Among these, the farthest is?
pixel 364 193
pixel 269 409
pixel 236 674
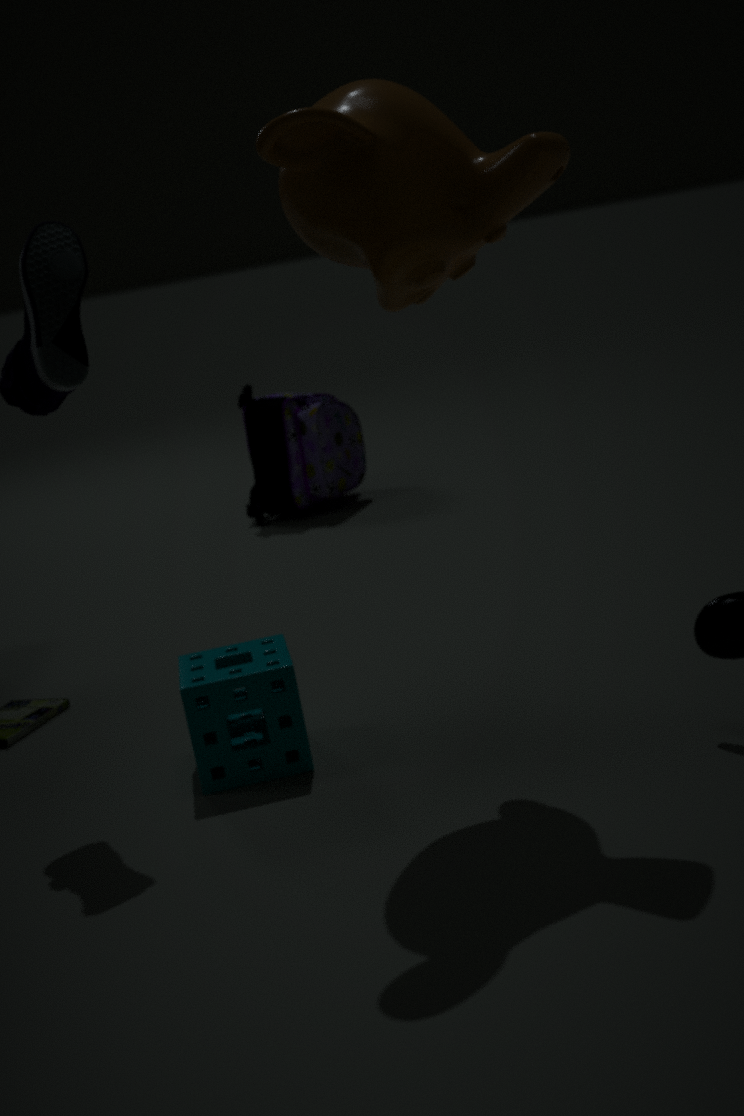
pixel 269 409
